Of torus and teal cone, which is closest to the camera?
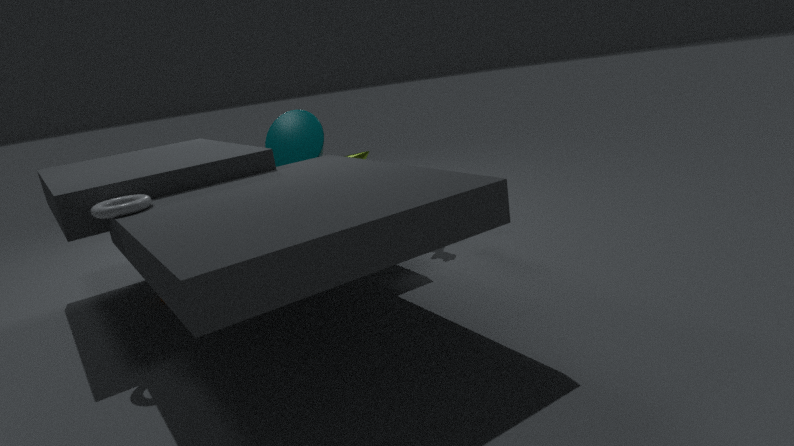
torus
